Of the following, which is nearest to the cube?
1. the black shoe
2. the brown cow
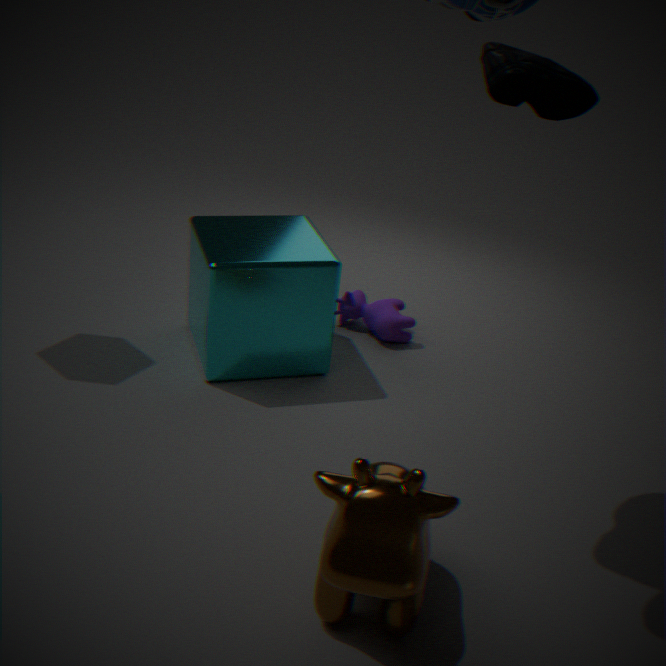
the brown cow
